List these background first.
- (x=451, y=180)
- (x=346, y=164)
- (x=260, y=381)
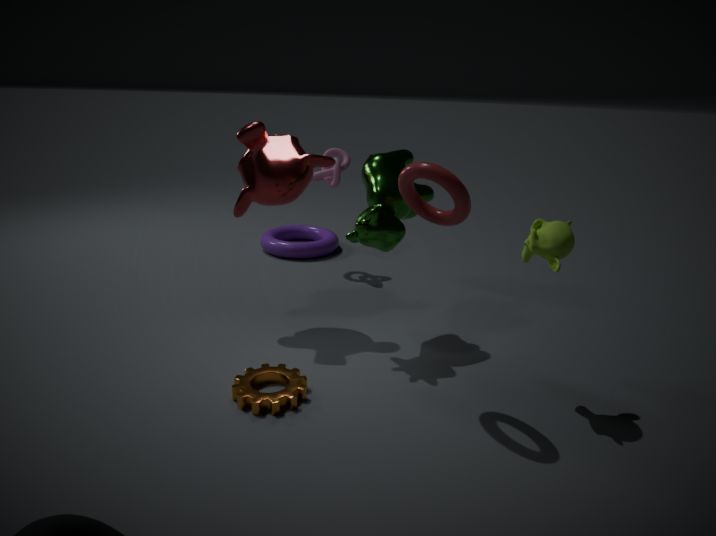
(x=346, y=164) → (x=260, y=381) → (x=451, y=180)
